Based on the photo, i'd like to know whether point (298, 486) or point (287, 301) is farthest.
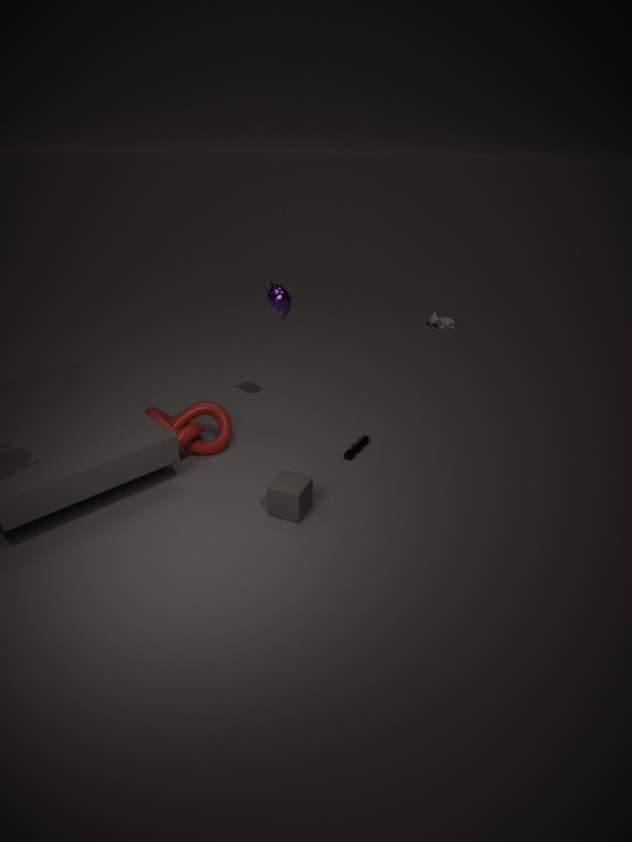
point (287, 301)
